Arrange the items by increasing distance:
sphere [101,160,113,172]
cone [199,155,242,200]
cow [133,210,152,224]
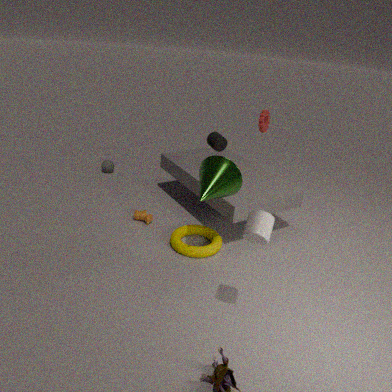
1. cone [199,155,242,200]
2. cow [133,210,152,224]
3. sphere [101,160,113,172]
